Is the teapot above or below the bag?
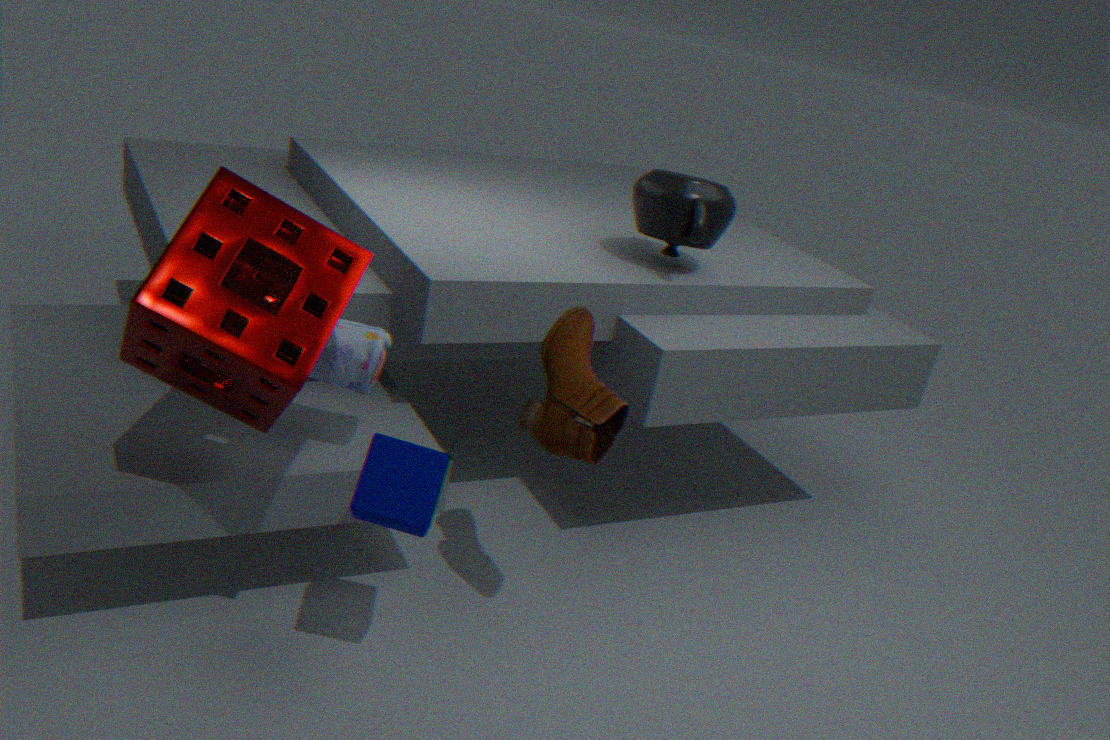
above
